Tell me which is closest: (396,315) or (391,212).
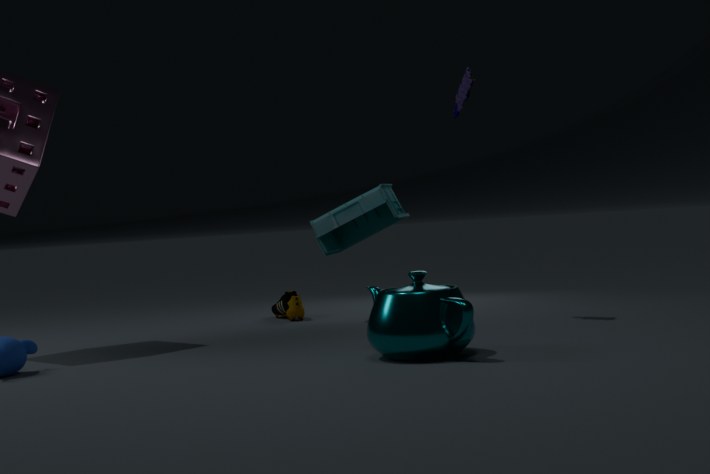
(396,315)
